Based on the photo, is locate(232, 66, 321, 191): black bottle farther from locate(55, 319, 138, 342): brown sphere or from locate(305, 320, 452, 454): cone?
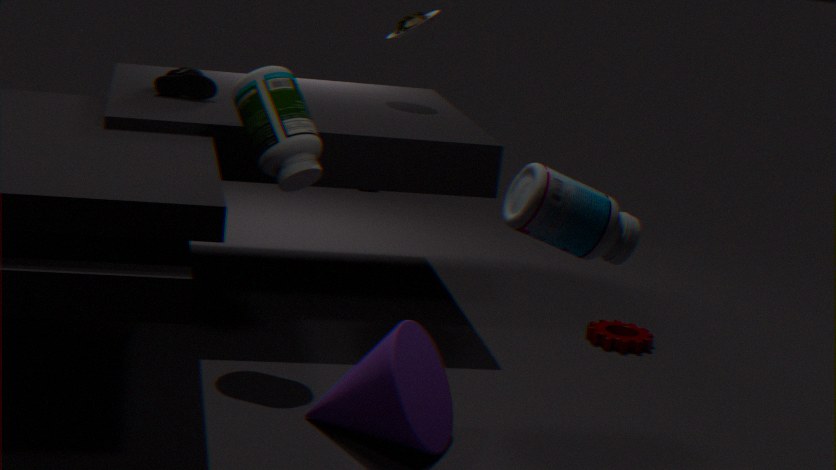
locate(305, 320, 452, 454): cone
